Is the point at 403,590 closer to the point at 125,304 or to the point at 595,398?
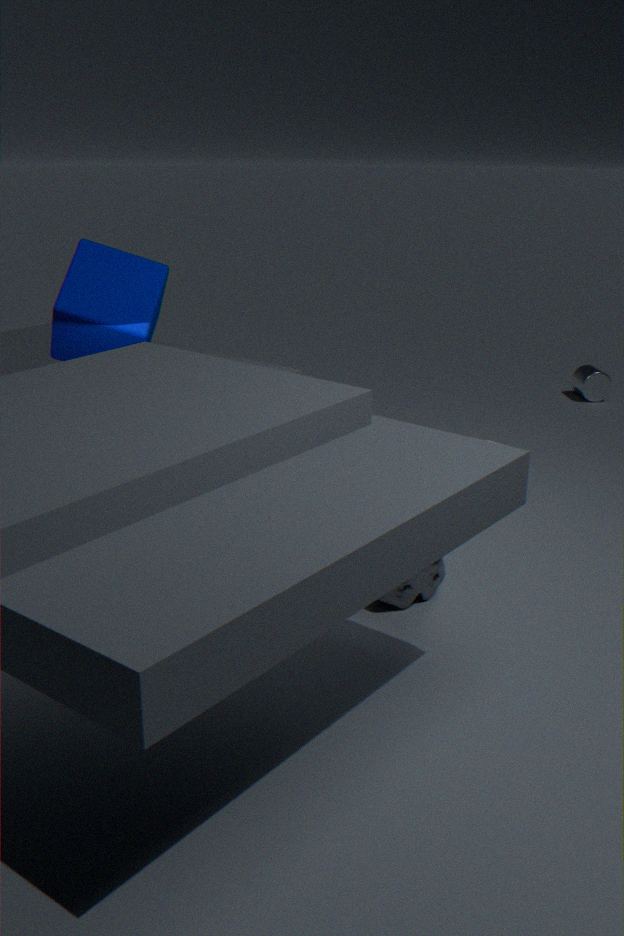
the point at 125,304
